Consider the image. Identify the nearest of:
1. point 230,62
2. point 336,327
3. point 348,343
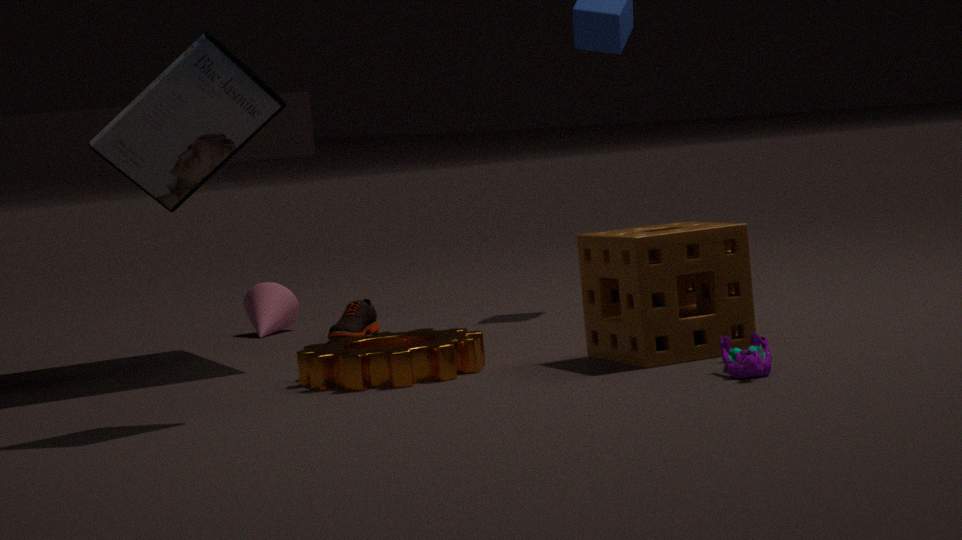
point 230,62
